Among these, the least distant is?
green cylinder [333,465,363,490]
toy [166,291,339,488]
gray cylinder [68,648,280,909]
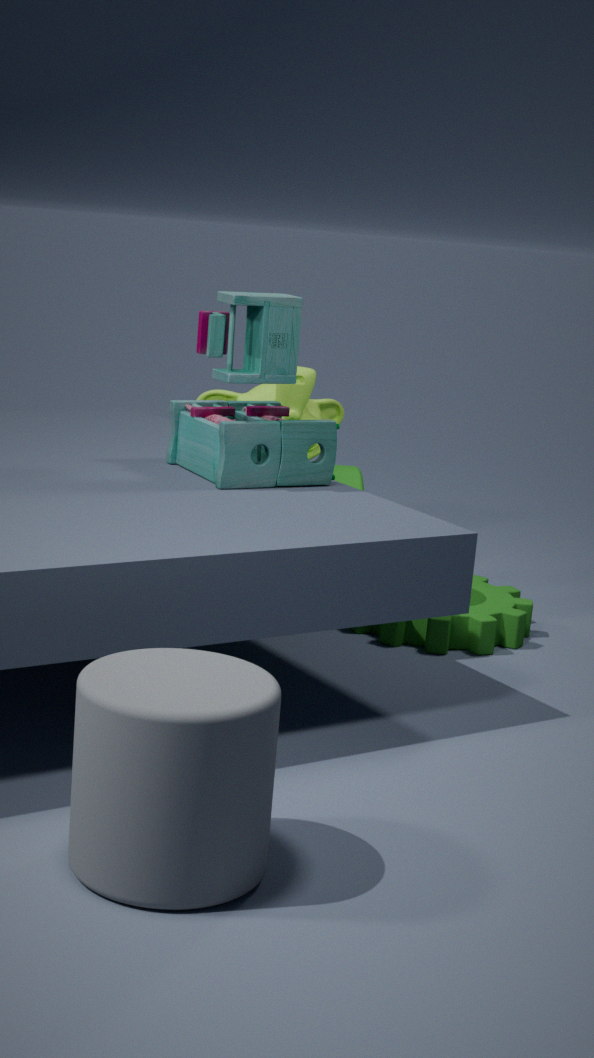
gray cylinder [68,648,280,909]
